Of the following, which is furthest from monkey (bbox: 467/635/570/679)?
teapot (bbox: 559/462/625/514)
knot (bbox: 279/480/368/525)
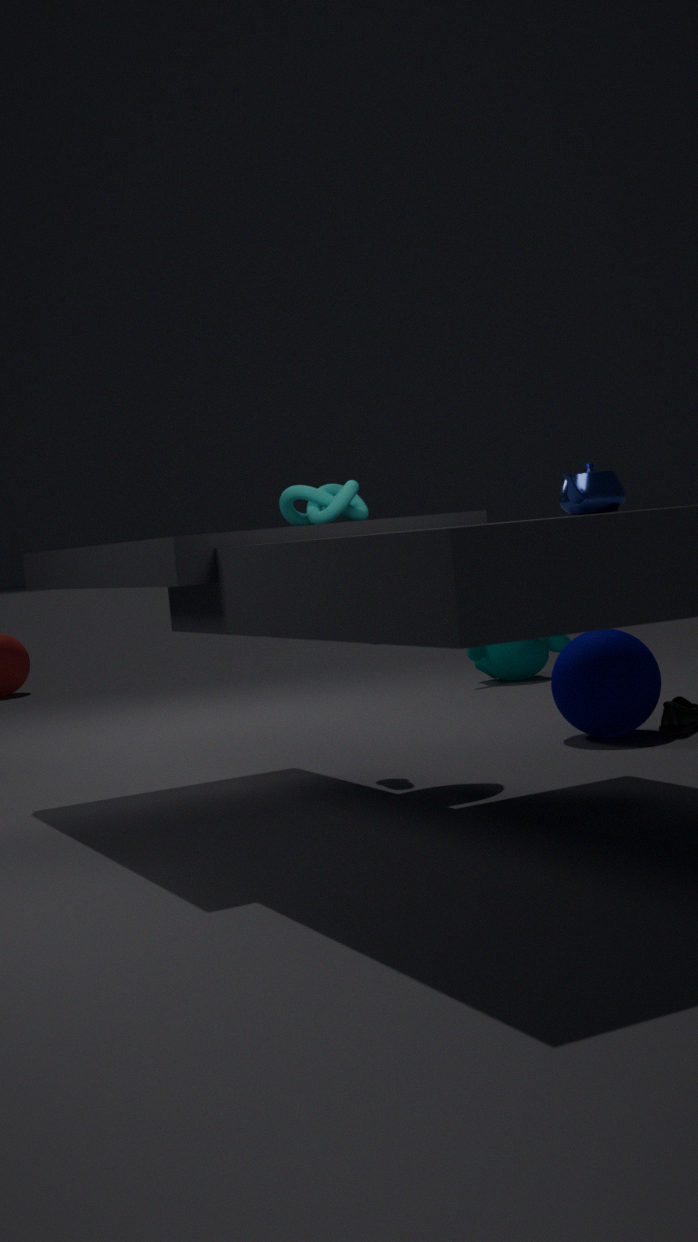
teapot (bbox: 559/462/625/514)
